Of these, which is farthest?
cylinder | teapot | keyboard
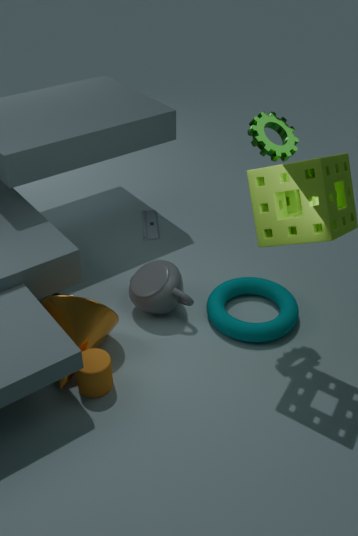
keyboard
